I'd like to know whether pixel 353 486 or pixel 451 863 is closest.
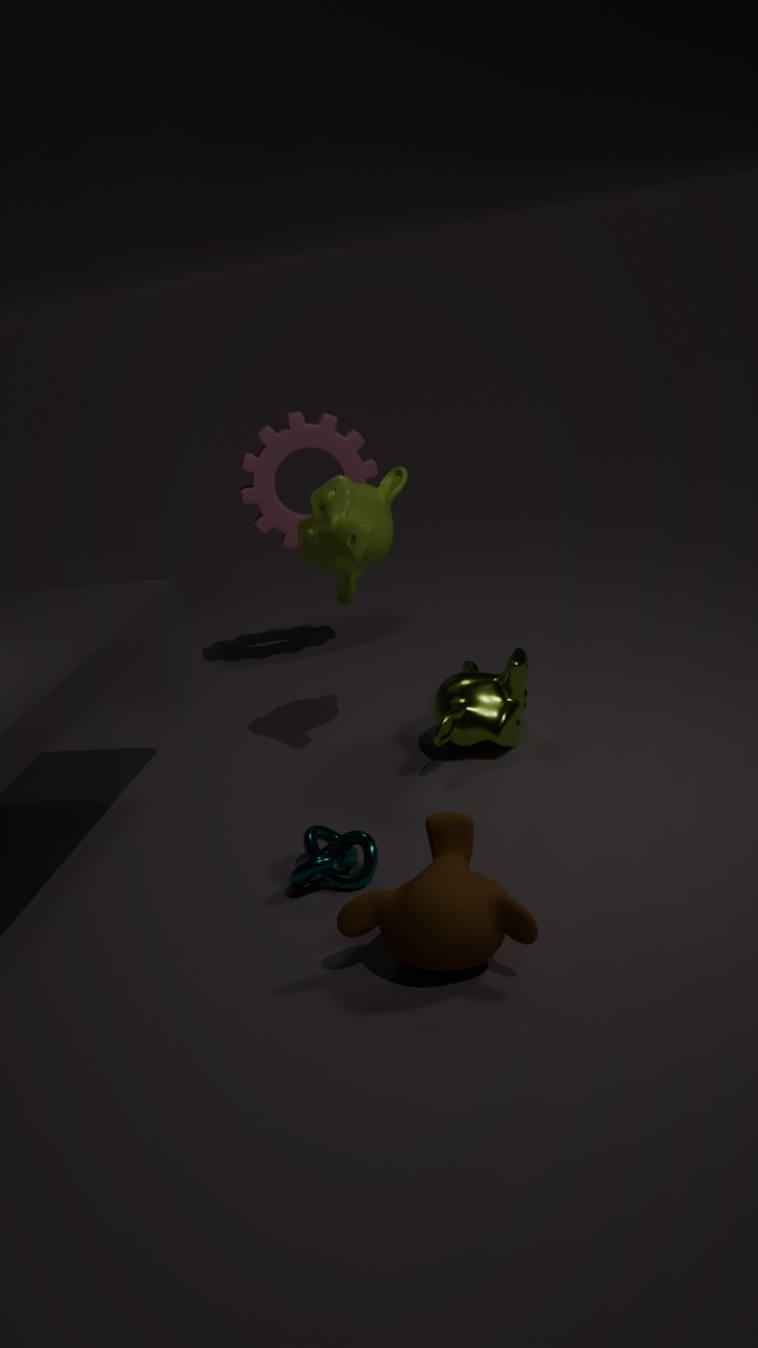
pixel 451 863
